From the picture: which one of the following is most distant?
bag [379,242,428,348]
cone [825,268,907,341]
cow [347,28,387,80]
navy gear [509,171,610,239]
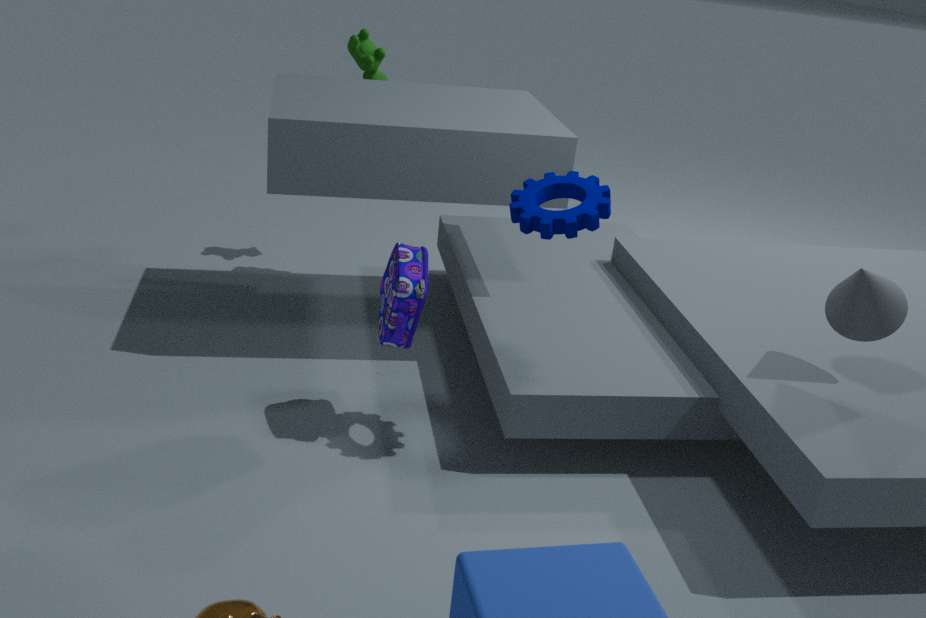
cow [347,28,387,80]
